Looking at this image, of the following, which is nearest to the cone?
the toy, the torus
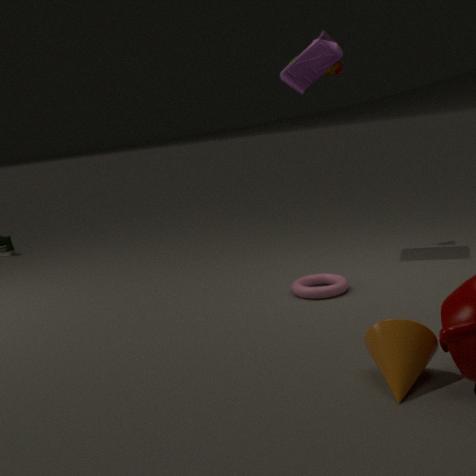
the torus
